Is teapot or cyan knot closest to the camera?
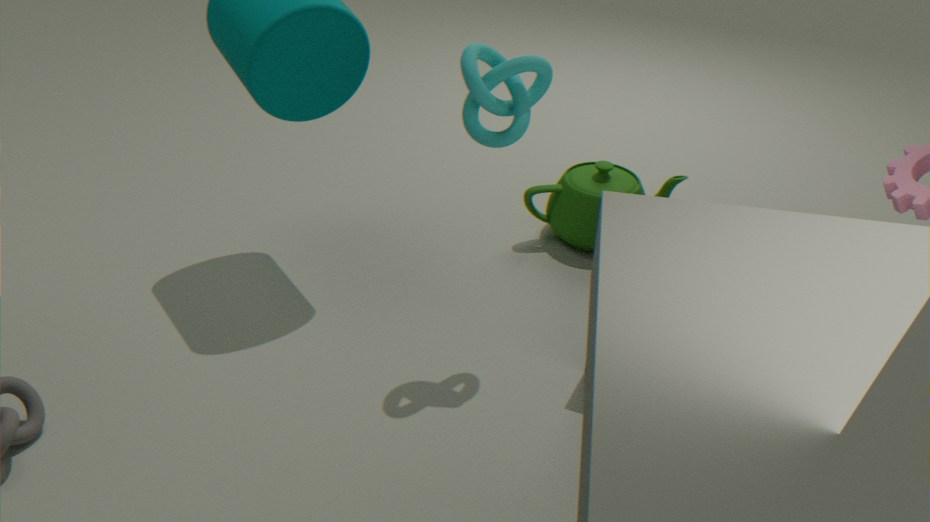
cyan knot
